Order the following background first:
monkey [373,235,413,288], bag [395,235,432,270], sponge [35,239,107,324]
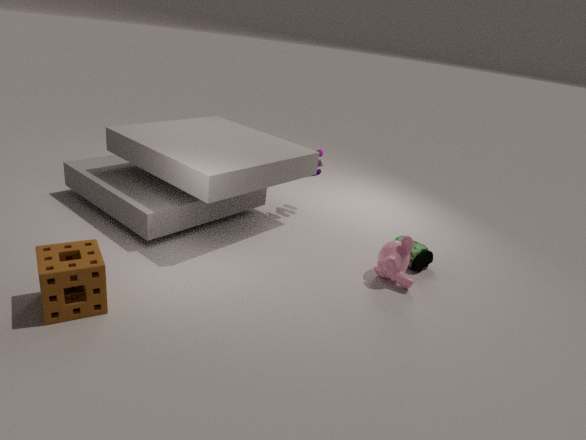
1. bag [395,235,432,270]
2. monkey [373,235,413,288]
3. sponge [35,239,107,324]
